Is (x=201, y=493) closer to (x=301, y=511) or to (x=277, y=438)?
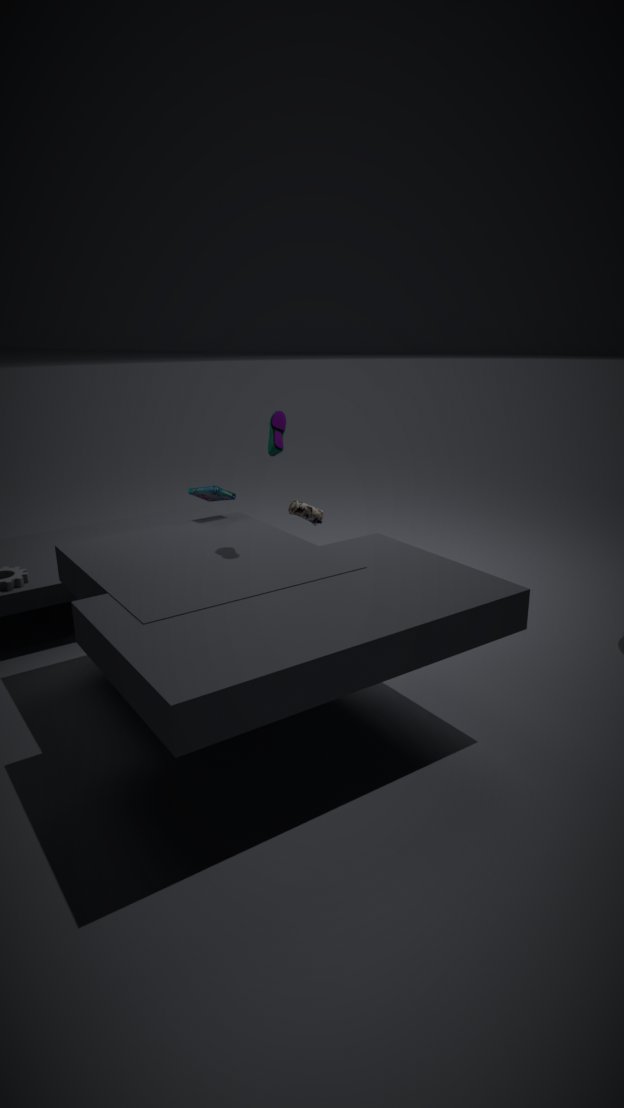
(x=301, y=511)
